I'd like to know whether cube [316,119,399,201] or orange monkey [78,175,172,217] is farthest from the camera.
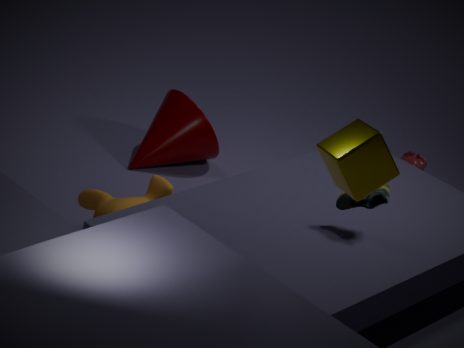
orange monkey [78,175,172,217]
